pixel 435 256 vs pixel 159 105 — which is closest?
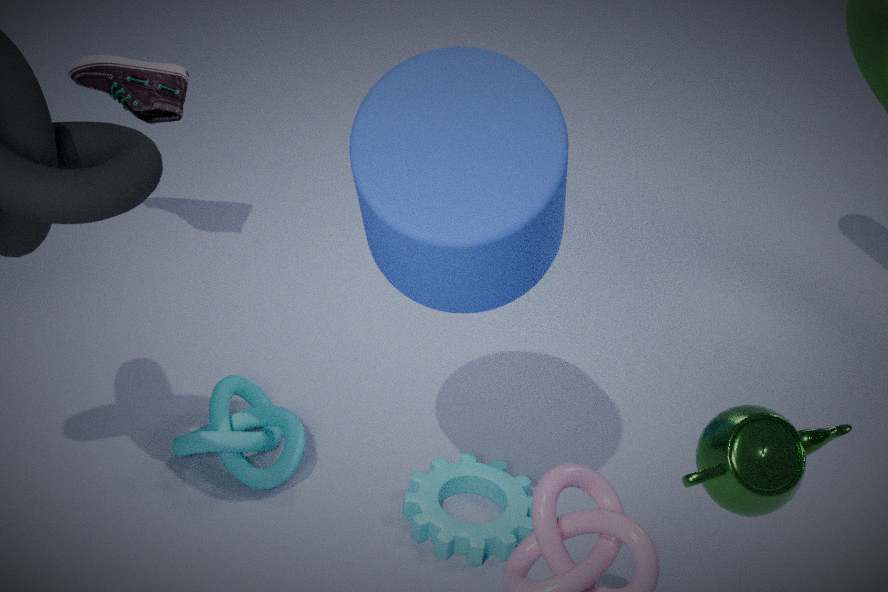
pixel 435 256
